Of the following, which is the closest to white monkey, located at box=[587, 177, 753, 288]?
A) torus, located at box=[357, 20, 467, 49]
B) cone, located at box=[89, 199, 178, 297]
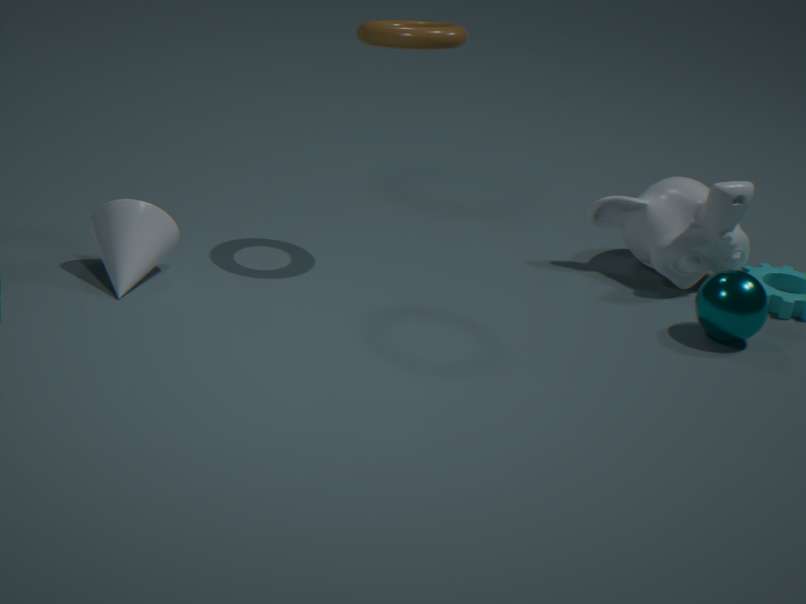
torus, located at box=[357, 20, 467, 49]
